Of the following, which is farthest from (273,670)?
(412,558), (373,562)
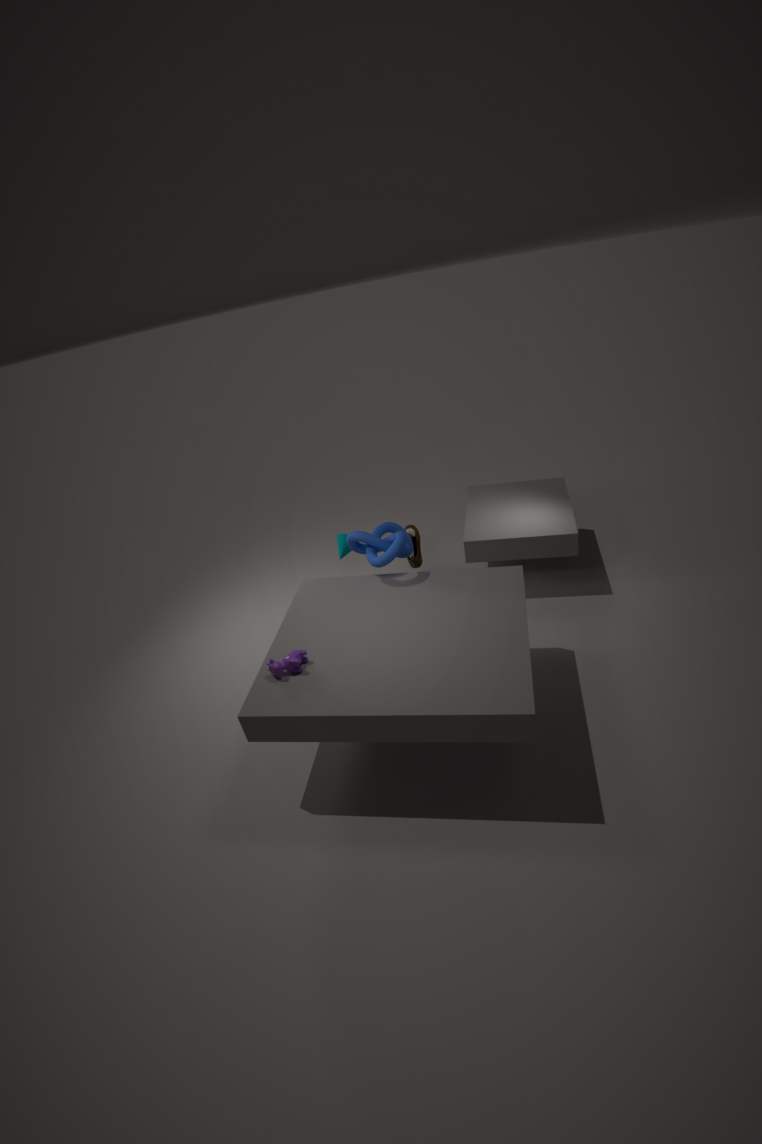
(412,558)
